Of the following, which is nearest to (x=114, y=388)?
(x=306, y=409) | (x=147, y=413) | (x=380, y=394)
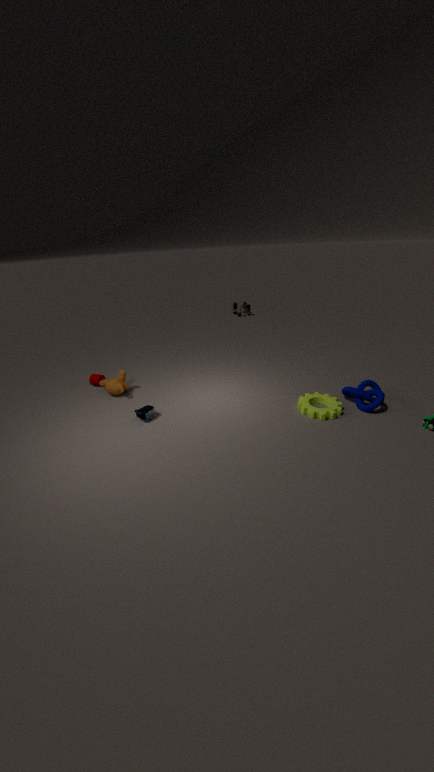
(x=147, y=413)
